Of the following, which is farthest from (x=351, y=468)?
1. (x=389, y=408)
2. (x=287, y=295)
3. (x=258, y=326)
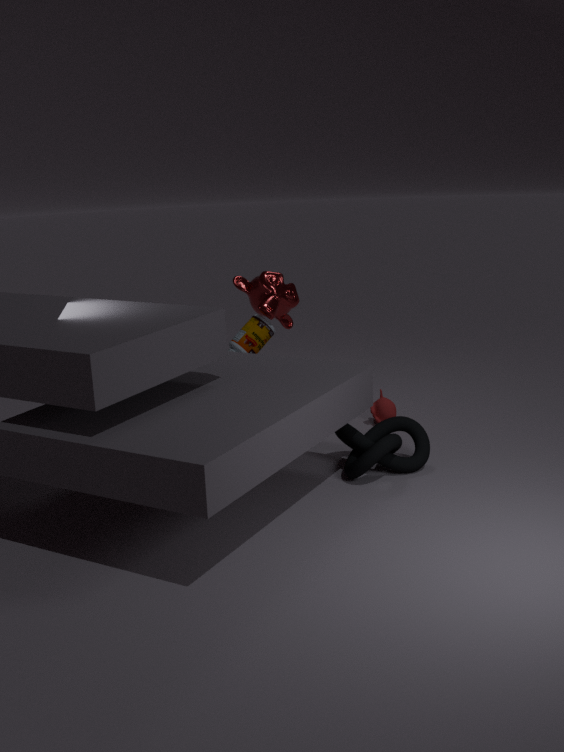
(x=287, y=295)
